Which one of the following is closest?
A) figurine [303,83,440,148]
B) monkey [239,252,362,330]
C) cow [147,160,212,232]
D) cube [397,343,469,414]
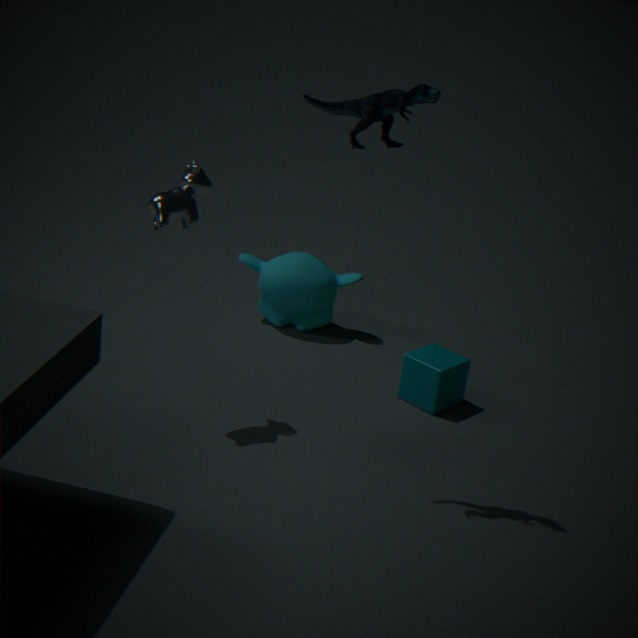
figurine [303,83,440,148]
